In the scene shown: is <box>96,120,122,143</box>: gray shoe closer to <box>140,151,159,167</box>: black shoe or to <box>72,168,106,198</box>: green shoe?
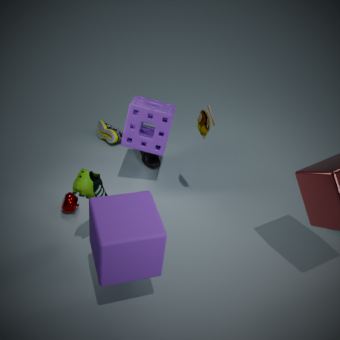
<box>140,151,159,167</box>: black shoe
